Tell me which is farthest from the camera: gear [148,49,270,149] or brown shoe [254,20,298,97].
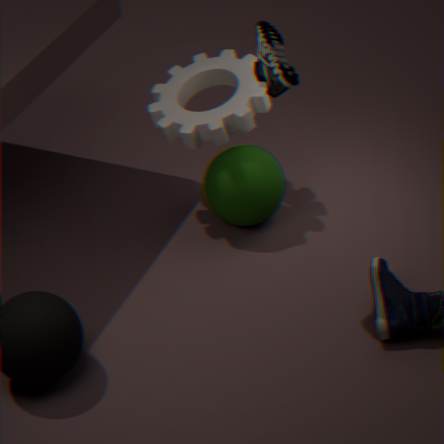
gear [148,49,270,149]
